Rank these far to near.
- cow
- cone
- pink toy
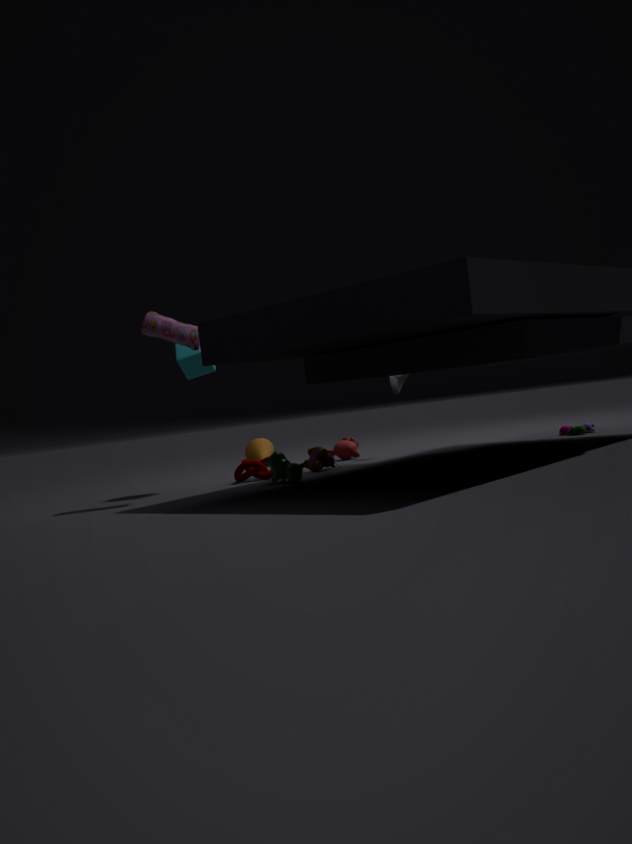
cone < pink toy < cow
